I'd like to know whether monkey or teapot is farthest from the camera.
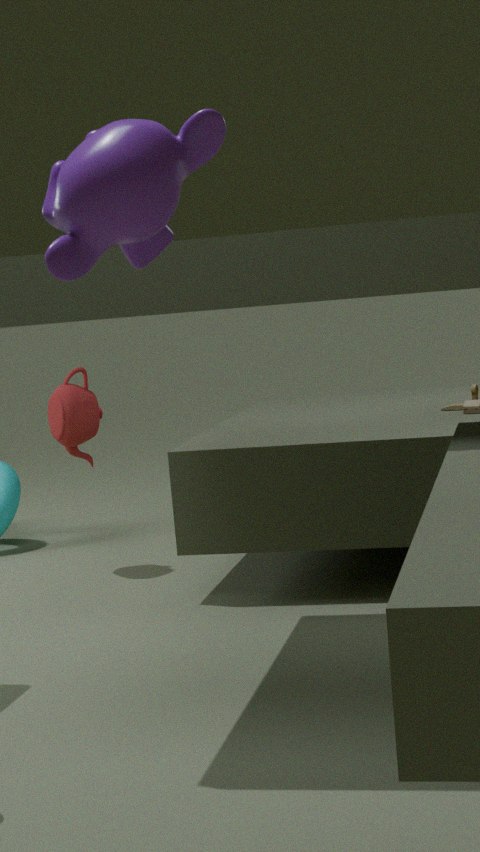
teapot
